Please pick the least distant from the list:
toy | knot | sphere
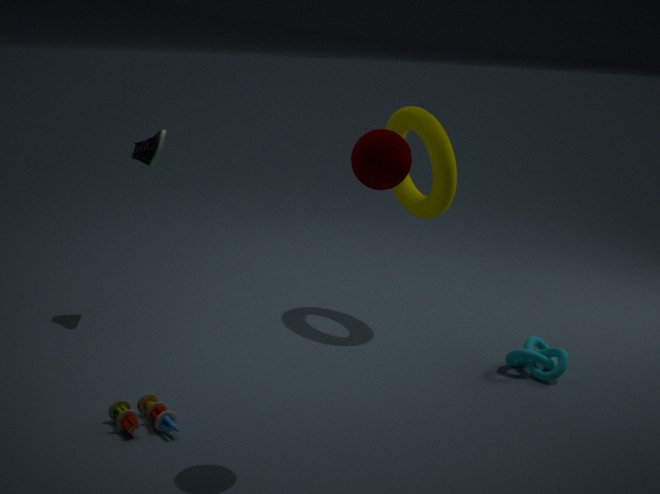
sphere
